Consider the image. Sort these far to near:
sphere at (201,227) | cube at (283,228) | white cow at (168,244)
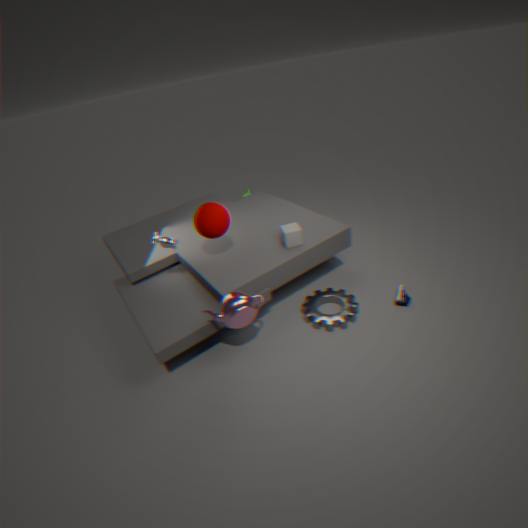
cube at (283,228) < sphere at (201,227) < white cow at (168,244)
